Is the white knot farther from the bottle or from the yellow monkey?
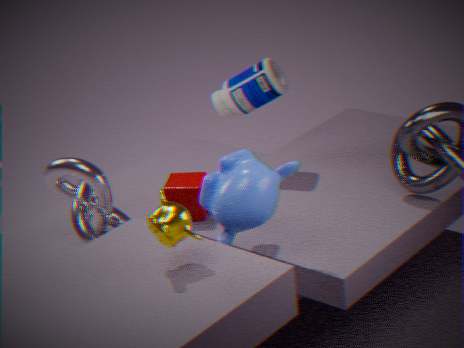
the bottle
